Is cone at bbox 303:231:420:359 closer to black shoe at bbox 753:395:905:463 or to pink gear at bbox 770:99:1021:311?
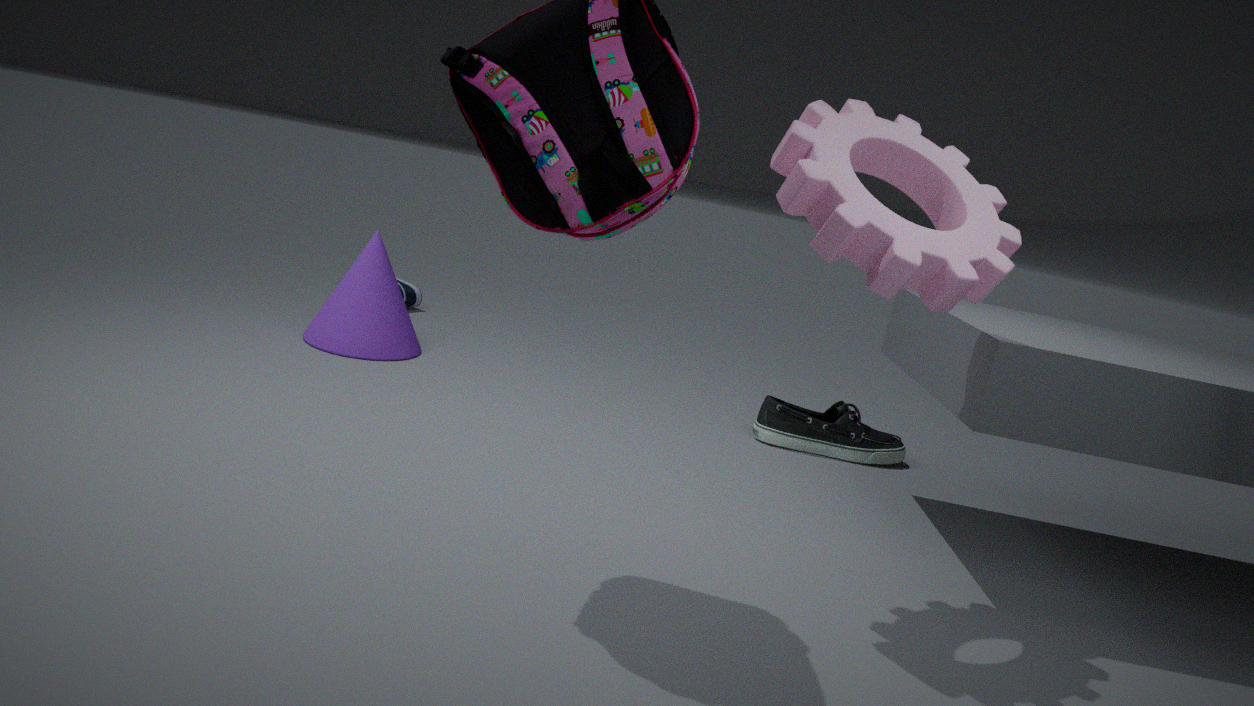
black shoe at bbox 753:395:905:463
